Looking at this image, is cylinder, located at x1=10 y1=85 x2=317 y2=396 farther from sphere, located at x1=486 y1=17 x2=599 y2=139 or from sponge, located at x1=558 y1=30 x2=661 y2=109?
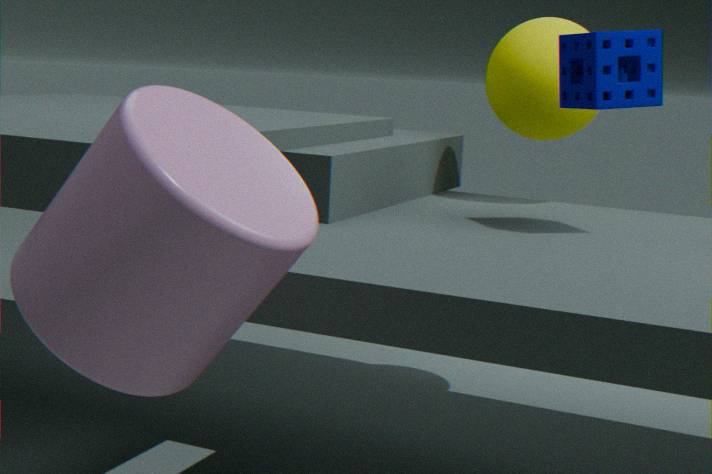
sphere, located at x1=486 y1=17 x2=599 y2=139
